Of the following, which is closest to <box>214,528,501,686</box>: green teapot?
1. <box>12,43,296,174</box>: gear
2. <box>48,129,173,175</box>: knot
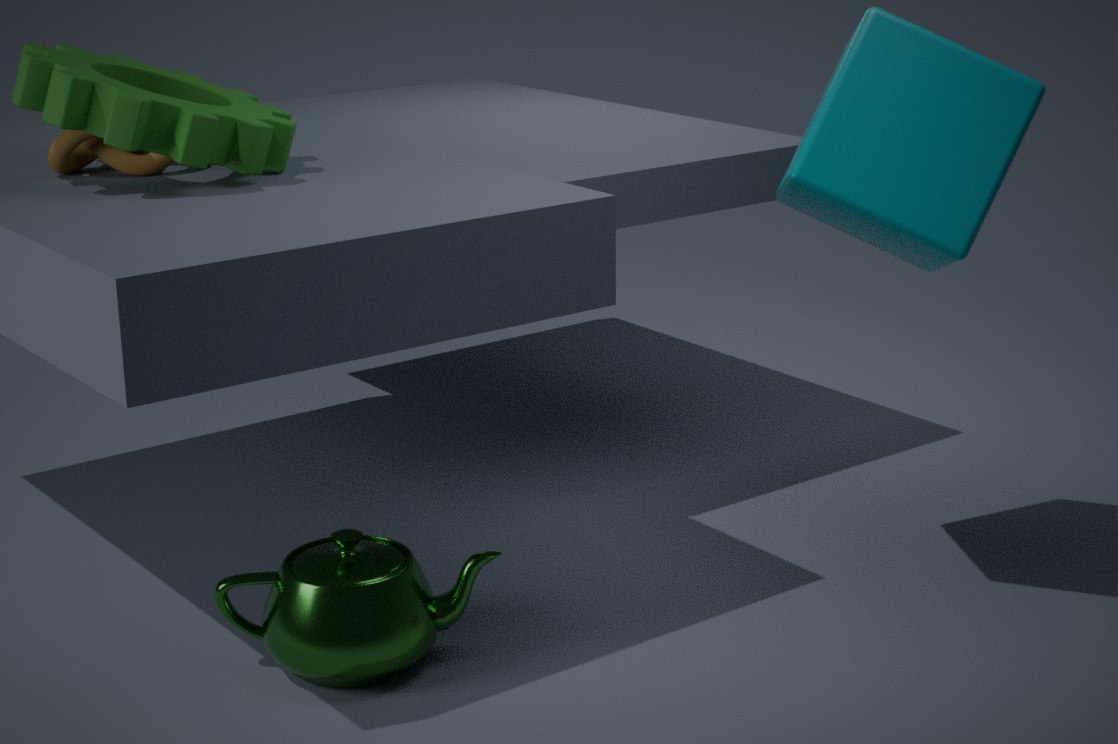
<box>12,43,296,174</box>: gear
